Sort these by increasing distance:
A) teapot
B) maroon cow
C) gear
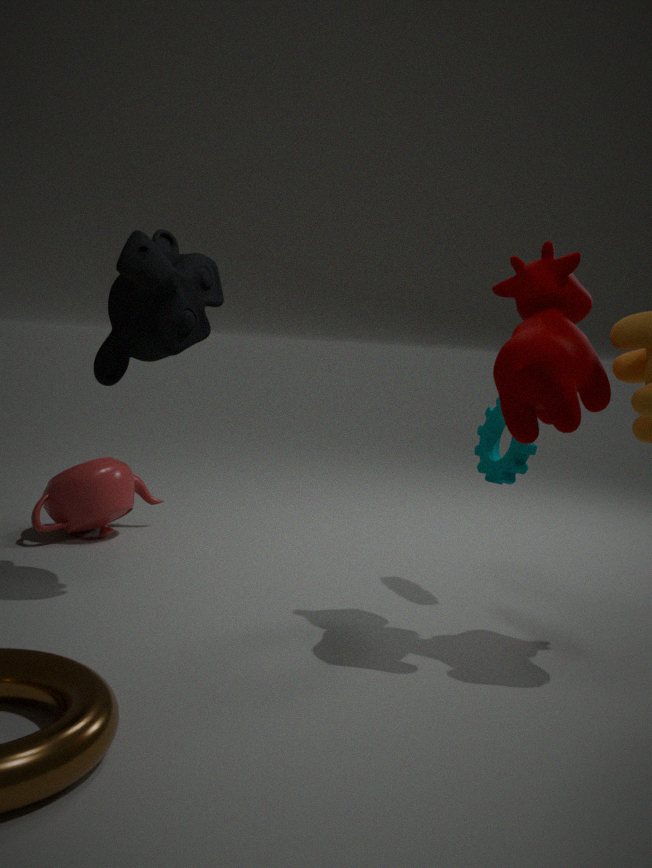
maroon cow < gear < teapot
